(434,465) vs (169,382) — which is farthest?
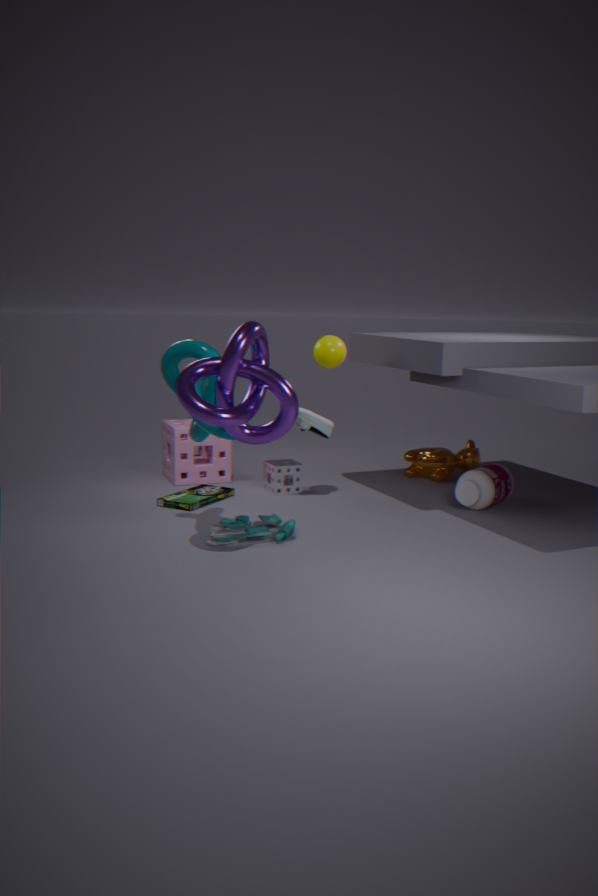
(434,465)
